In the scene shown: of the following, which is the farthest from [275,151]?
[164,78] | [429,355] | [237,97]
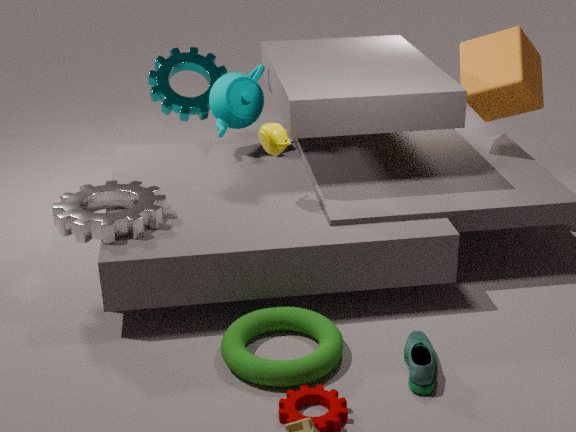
[164,78]
